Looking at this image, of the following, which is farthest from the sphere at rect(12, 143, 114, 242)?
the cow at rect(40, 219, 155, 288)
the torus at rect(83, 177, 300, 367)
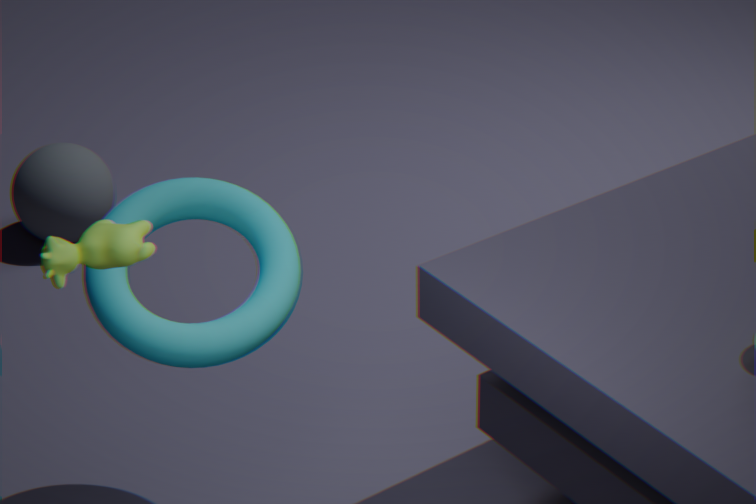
the cow at rect(40, 219, 155, 288)
